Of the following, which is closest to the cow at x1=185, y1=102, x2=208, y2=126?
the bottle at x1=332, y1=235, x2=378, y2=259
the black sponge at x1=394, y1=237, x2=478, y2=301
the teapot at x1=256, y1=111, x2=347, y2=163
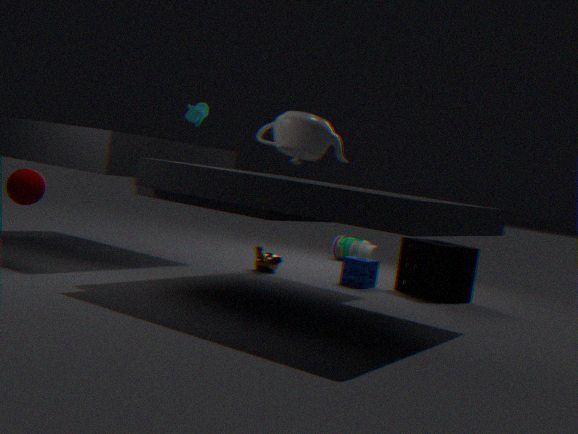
the teapot at x1=256, y1=111, x2=347, y2=163
